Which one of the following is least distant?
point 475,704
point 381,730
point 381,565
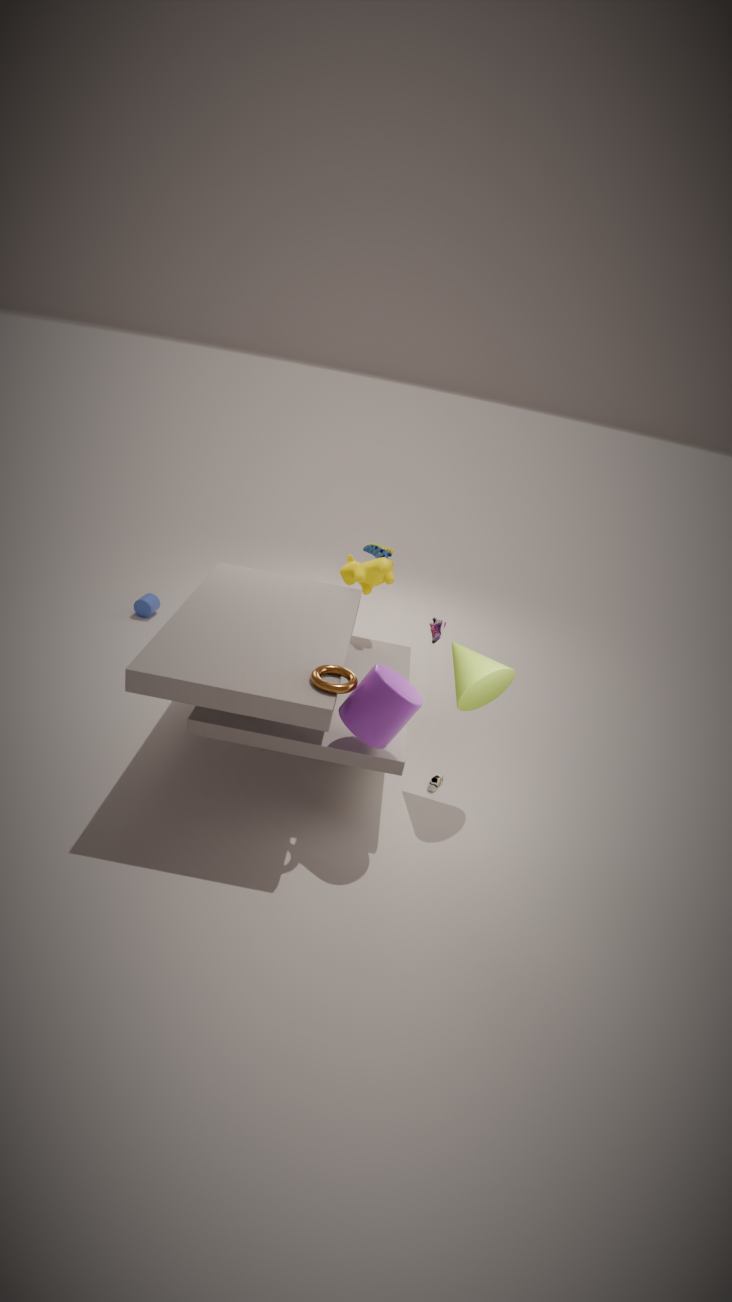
point 381,730
